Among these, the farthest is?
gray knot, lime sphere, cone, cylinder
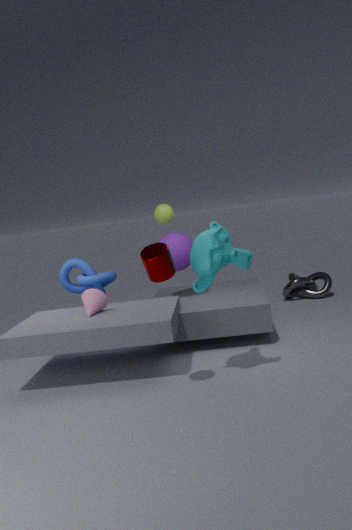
gray knot
